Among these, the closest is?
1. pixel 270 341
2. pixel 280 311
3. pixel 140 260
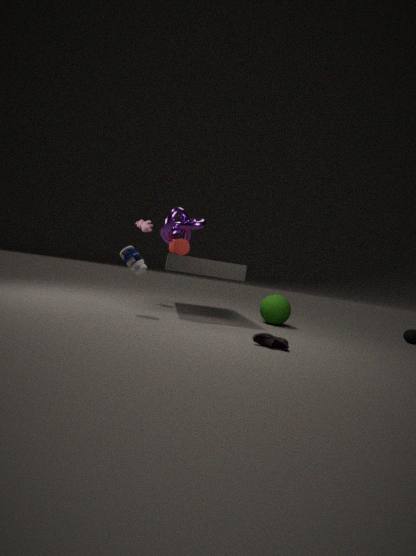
pixel 270 341
